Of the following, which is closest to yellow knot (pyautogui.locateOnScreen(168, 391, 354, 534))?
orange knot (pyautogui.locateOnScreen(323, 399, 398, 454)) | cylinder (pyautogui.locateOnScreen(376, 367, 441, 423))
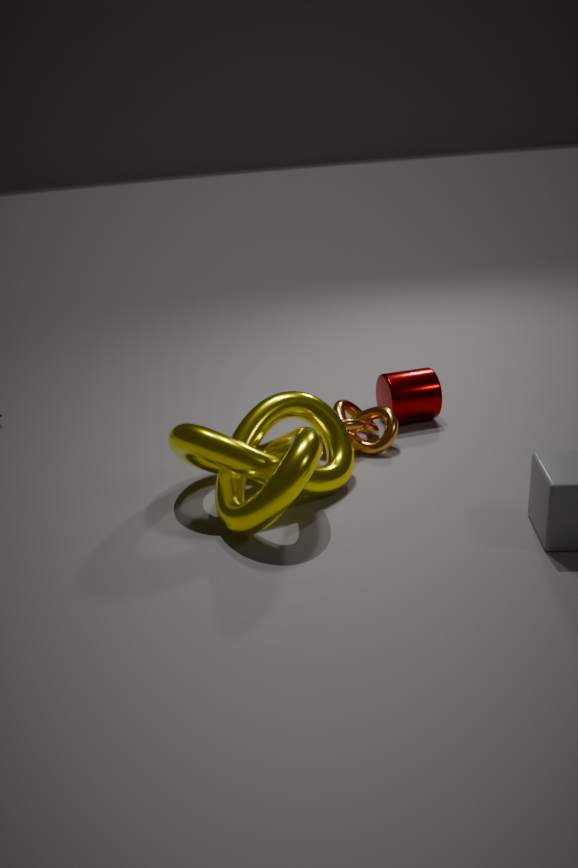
orange knot (pyautogui.locateOnScreen(323, 399, 398, 454))
